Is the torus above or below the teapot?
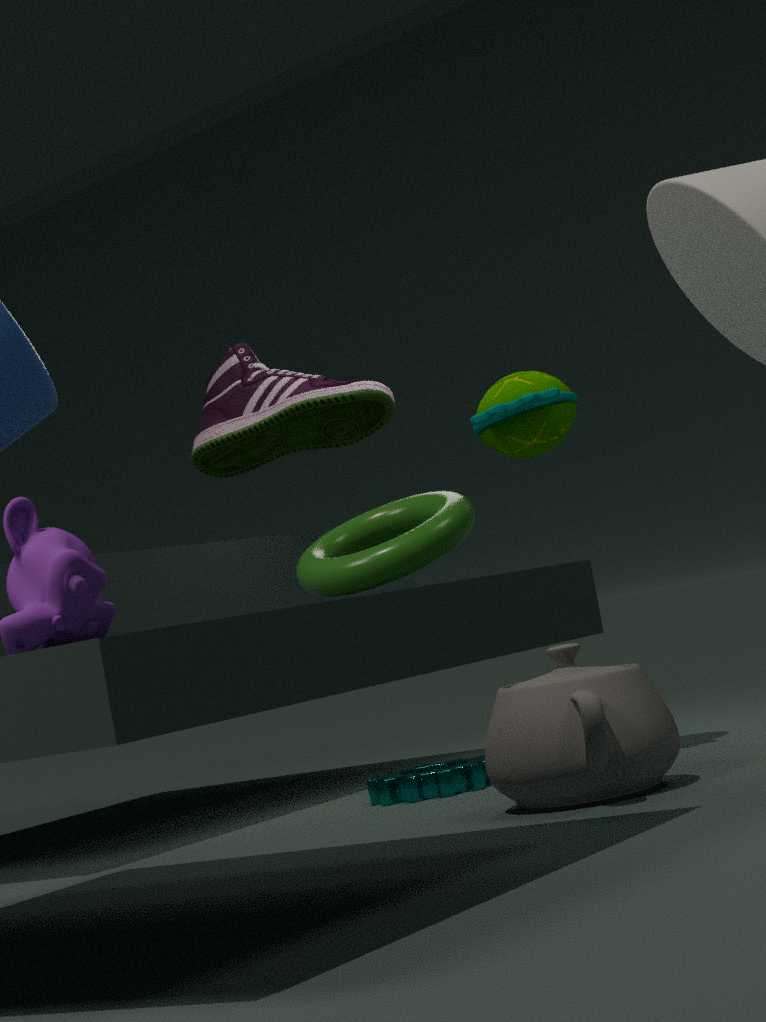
above
